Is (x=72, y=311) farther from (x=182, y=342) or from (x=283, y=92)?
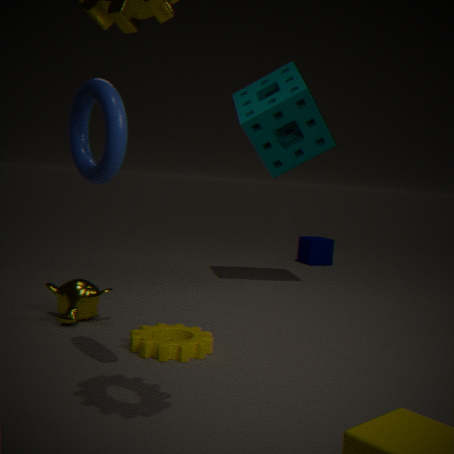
(x=283, y=92)
